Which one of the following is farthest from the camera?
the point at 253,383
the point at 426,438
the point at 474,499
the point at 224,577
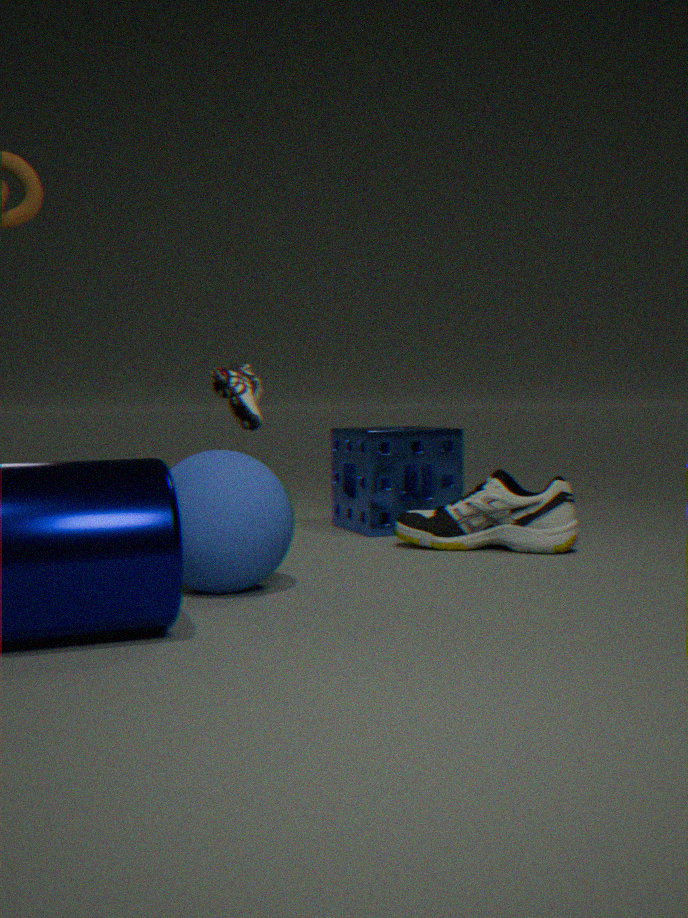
the point at 426,438
